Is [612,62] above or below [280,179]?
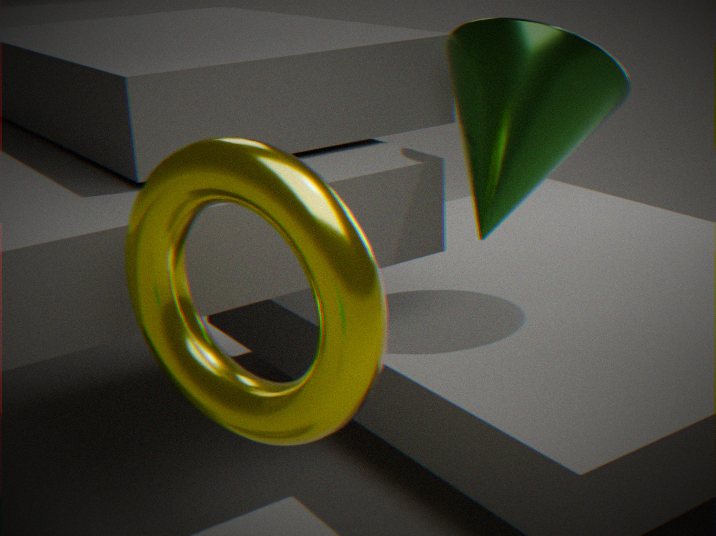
above
